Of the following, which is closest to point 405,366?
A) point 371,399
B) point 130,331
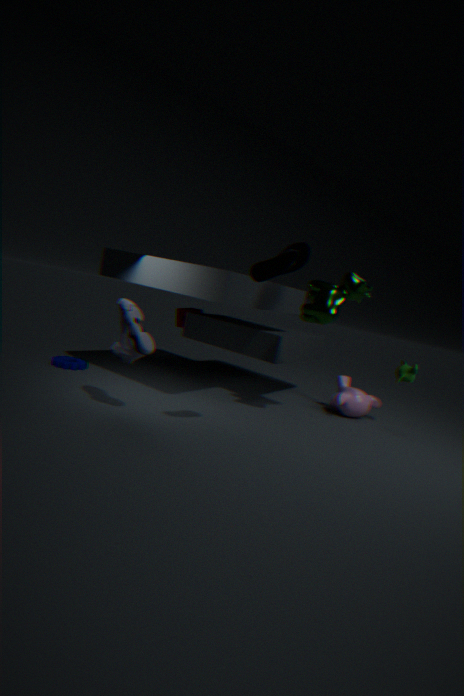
point 371,399
